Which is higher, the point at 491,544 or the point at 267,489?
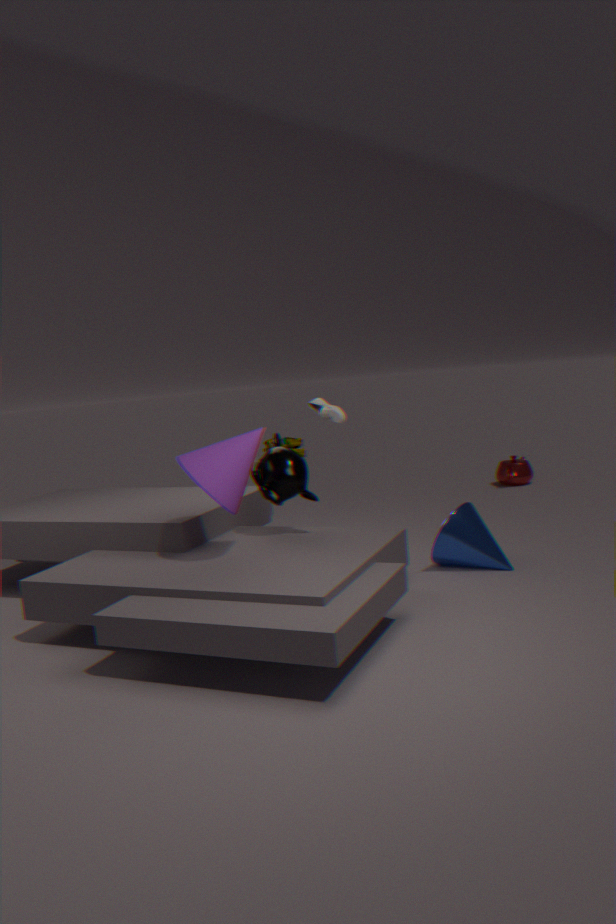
the point at 267,489
